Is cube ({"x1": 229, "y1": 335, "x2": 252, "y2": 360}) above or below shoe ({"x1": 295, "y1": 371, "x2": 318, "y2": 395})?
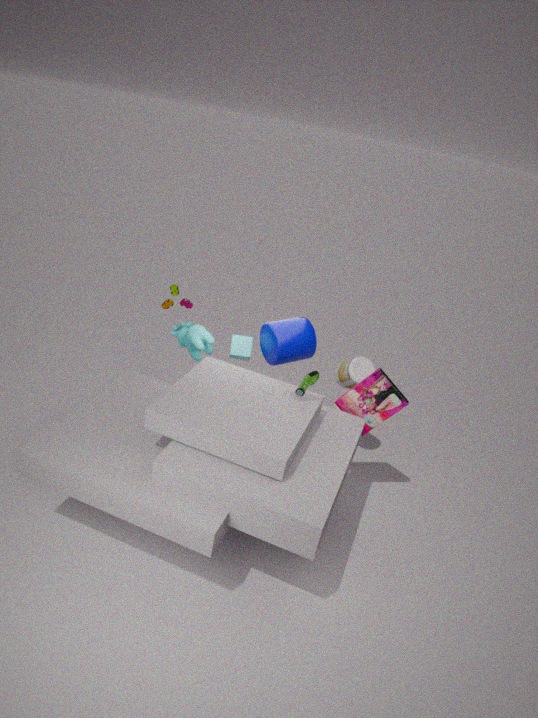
below
